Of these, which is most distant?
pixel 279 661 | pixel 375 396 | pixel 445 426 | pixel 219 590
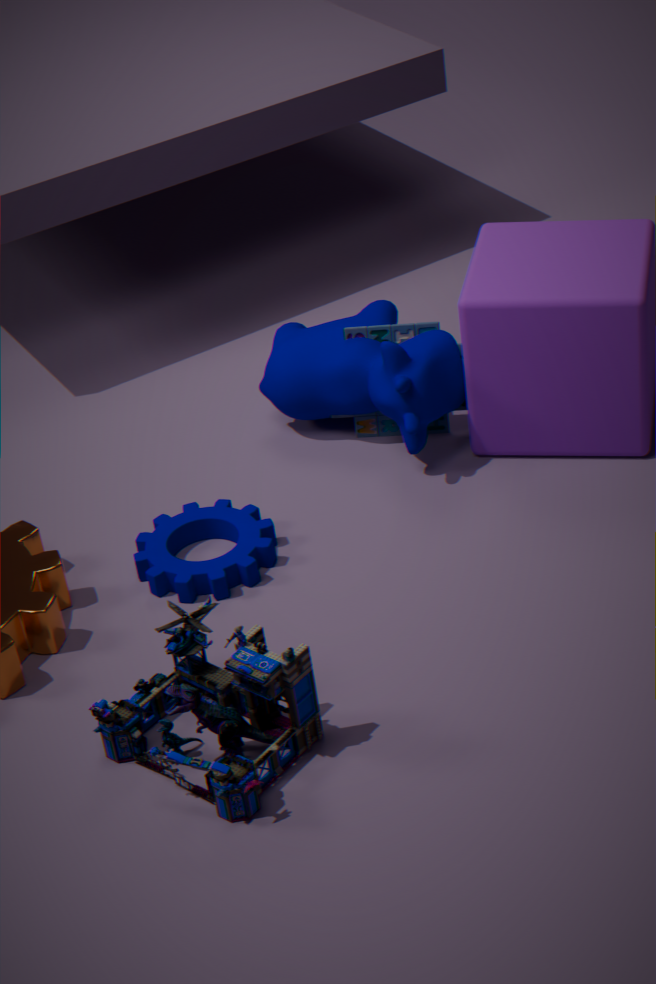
pixel 445 426
